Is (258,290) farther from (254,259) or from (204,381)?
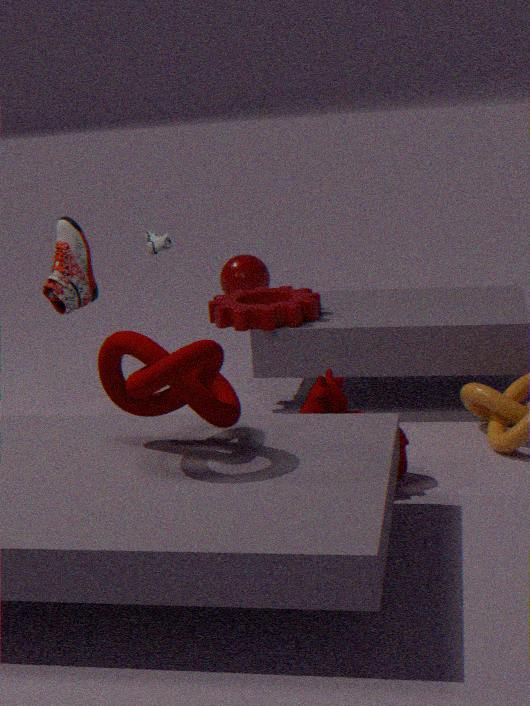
(254,259)
